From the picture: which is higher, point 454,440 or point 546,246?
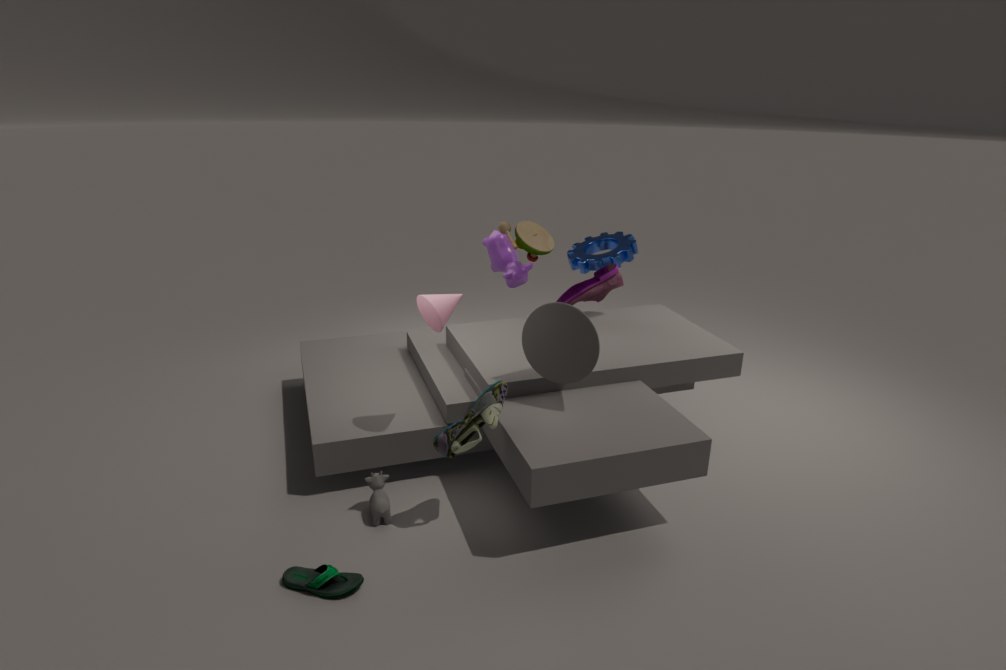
point 546,246
